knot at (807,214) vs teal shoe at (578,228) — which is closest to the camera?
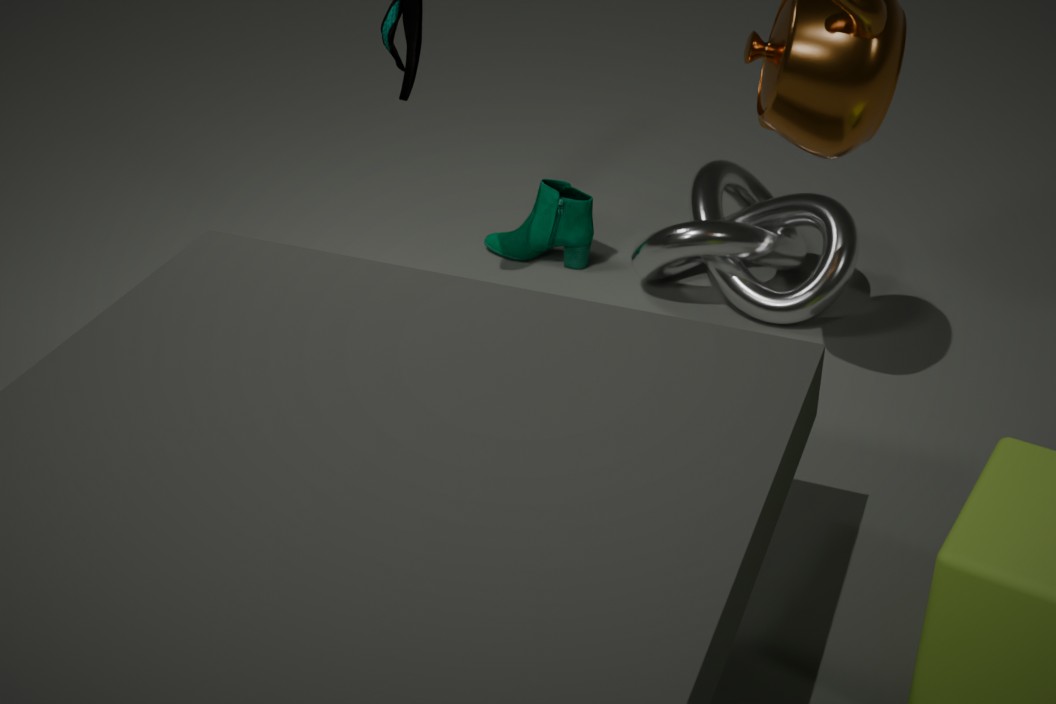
knot at (807,214)
